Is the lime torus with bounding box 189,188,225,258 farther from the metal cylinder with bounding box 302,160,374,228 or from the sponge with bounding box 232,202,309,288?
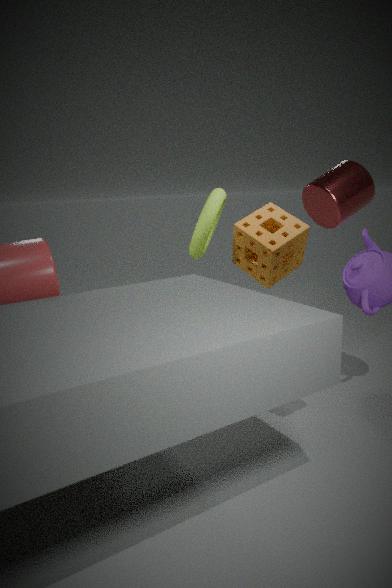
the metal cylinder with bounding box 302,160,374,228
